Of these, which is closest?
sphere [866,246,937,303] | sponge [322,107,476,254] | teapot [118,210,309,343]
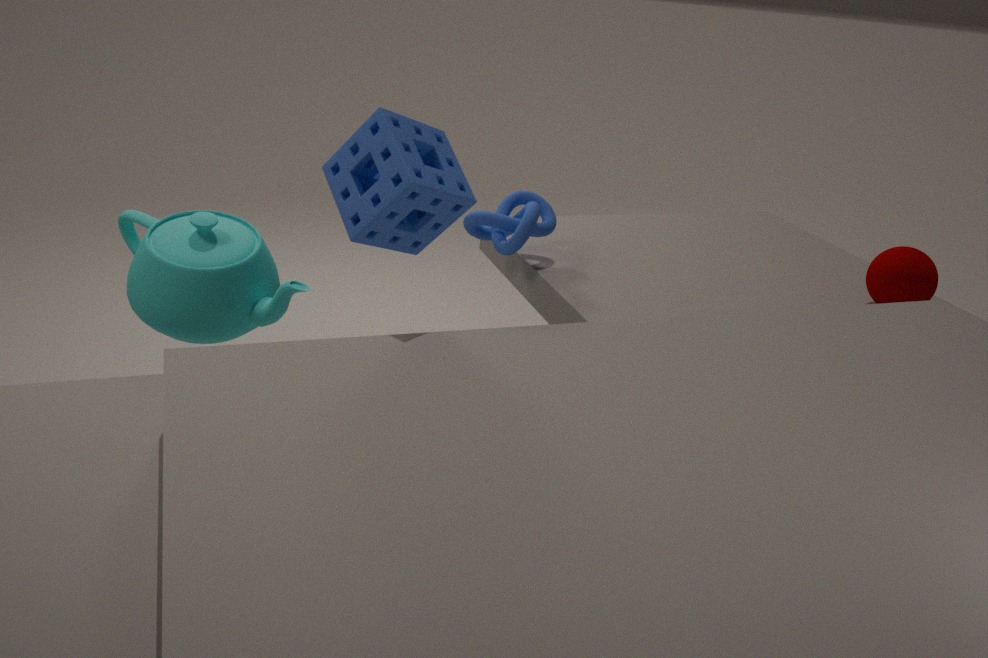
sponge [322,107,476,254]
